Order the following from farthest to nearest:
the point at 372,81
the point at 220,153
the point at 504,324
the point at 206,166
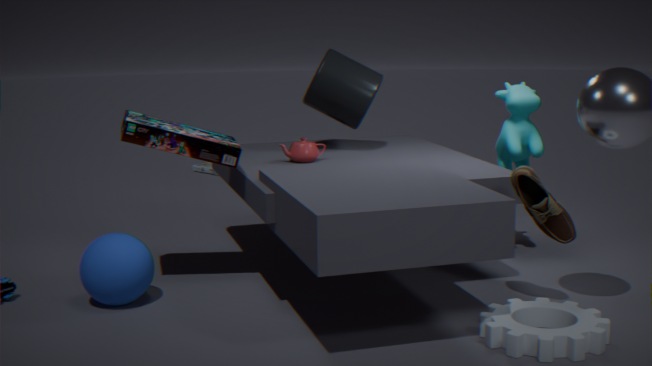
the point at 206,166 < the point at 372,81 < the point at 220,153 < the point at 504,324
